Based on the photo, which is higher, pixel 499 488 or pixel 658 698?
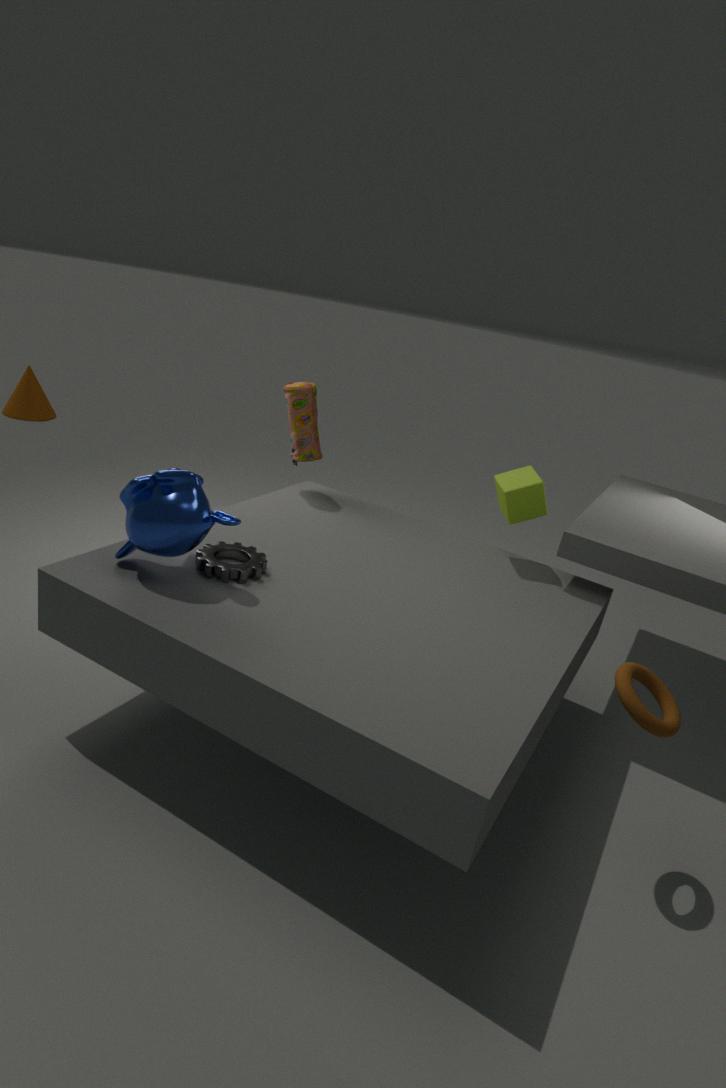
pixel 499 488
